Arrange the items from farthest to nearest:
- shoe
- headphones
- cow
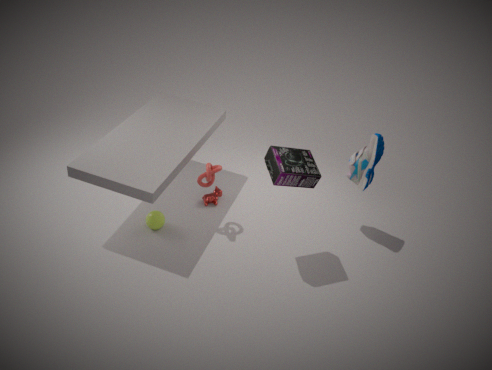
1. cow
2. shoe
3. headphones
